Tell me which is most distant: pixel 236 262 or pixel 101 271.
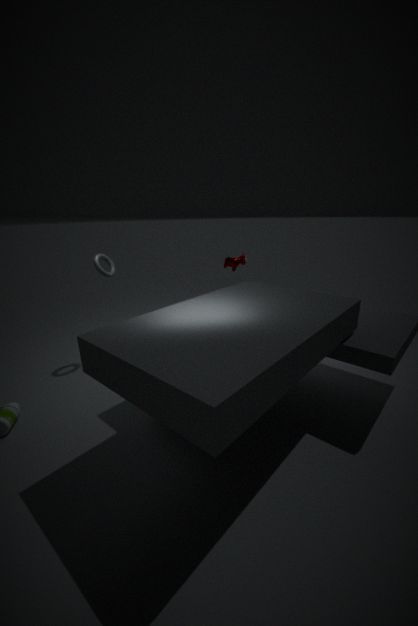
pixel 236 262
